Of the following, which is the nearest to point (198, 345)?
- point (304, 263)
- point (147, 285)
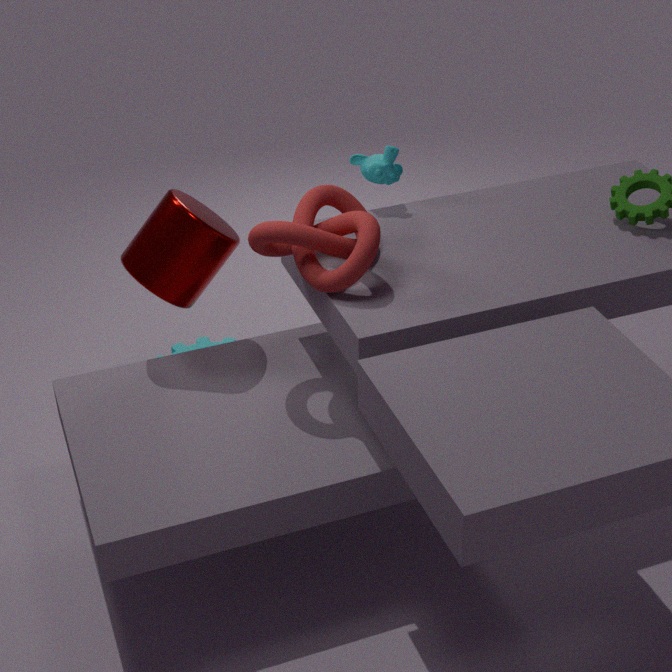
point (147, 285)
